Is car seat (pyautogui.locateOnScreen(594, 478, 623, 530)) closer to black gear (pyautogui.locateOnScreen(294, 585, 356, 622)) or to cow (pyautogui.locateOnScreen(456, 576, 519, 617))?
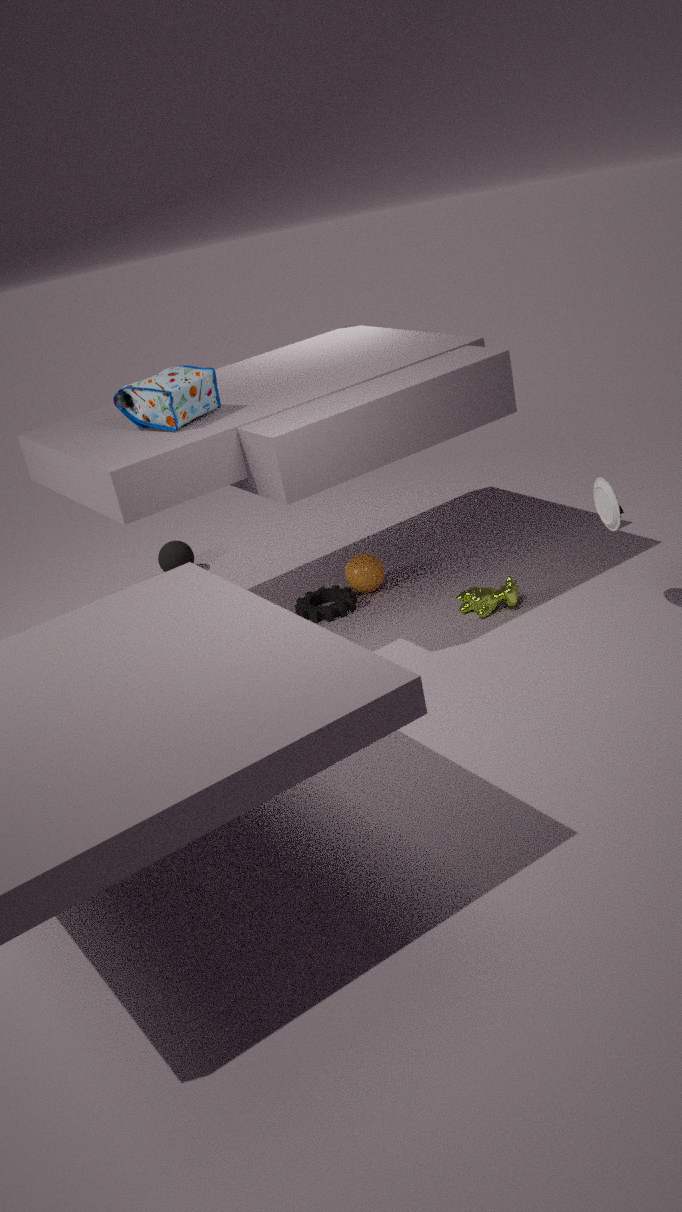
cow (pyautogui.locateOnScreen(456, 576, 519, 617))
